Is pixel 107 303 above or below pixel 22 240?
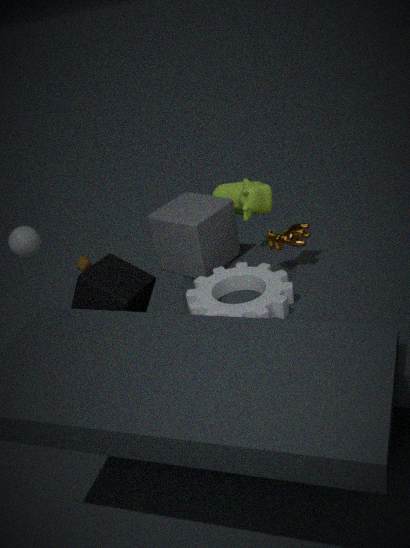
below
